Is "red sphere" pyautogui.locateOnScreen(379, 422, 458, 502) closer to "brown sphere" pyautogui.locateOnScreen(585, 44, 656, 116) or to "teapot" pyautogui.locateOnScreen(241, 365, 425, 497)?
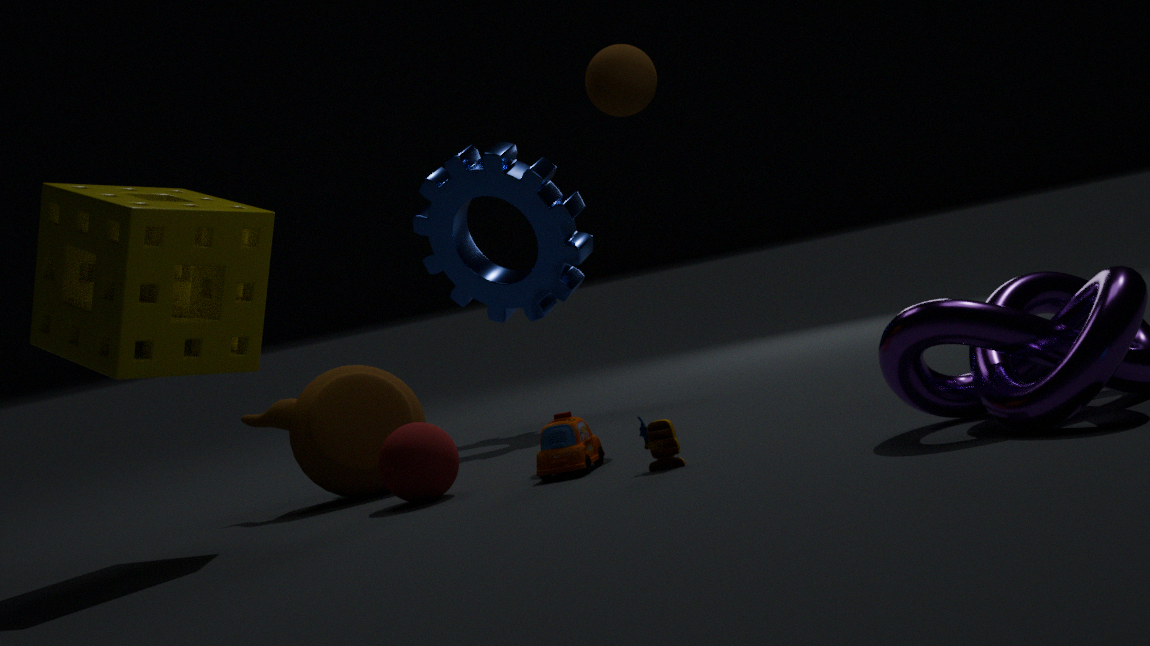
"teapot" pyautogui.locateOnScreen(241, 365, 425, 497)
